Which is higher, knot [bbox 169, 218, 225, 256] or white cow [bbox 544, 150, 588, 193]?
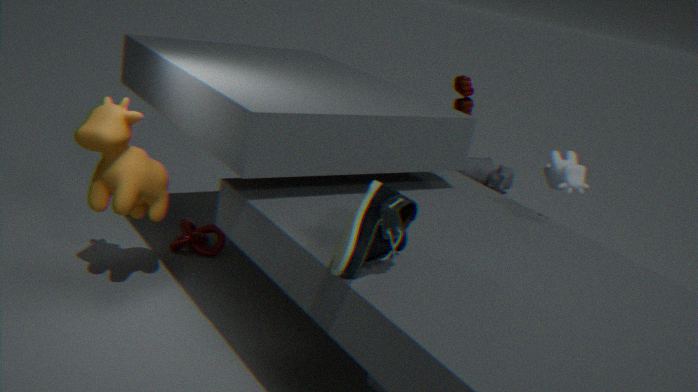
white cow [bbox 544, 150, 588, 193]
